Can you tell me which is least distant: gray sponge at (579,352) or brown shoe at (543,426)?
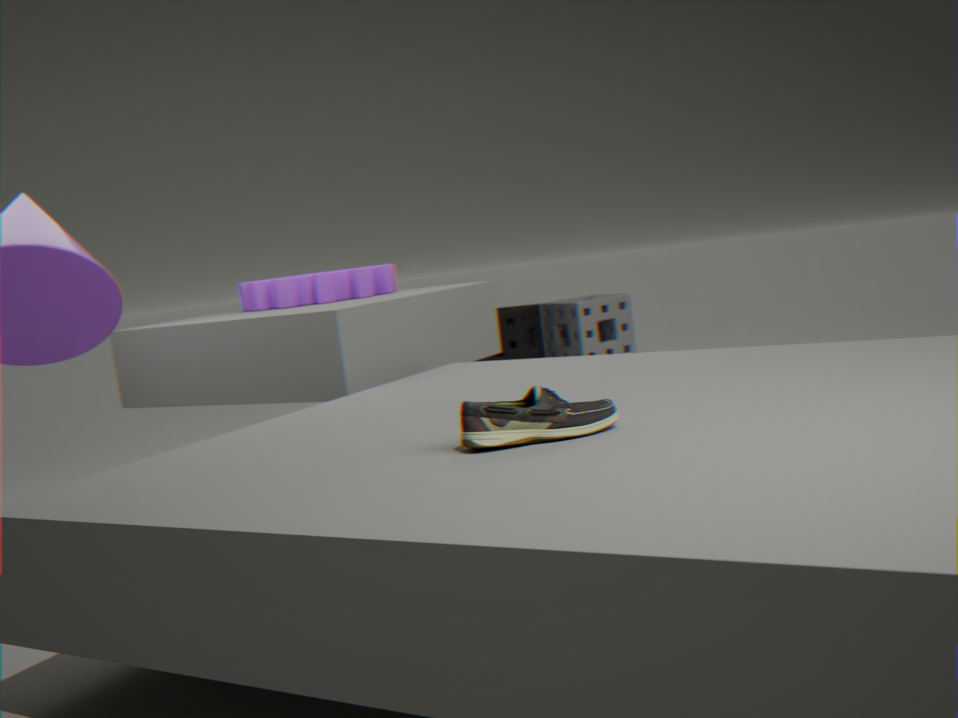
brown shoe at (543,426)
